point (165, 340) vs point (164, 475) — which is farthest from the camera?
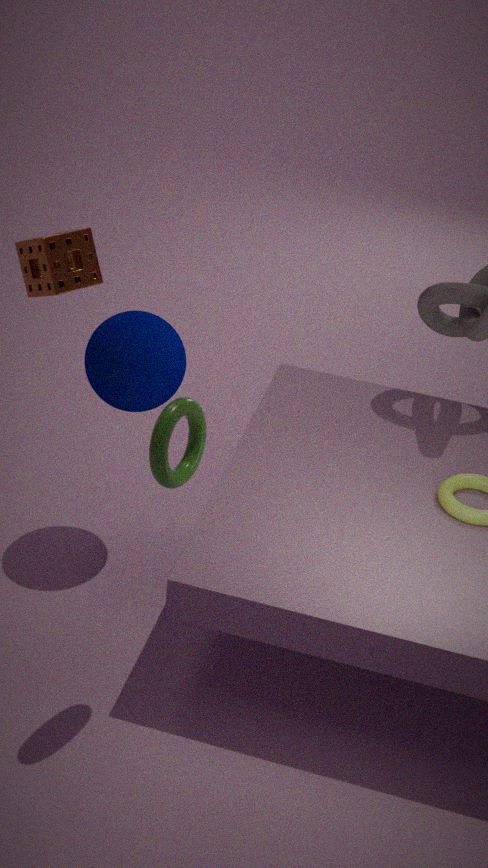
point (165, 340)
